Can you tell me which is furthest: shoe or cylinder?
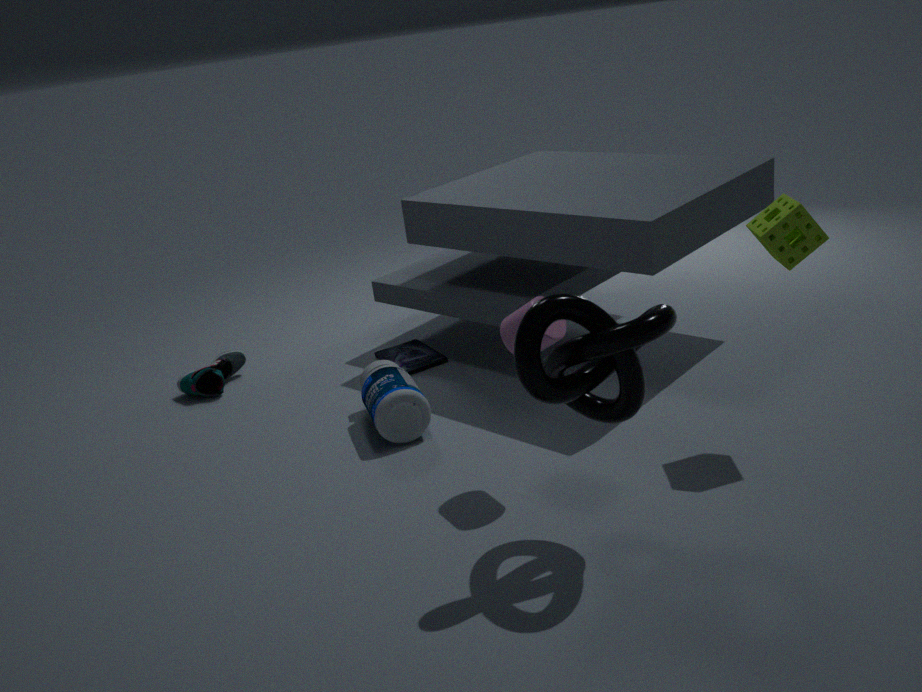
shoe
